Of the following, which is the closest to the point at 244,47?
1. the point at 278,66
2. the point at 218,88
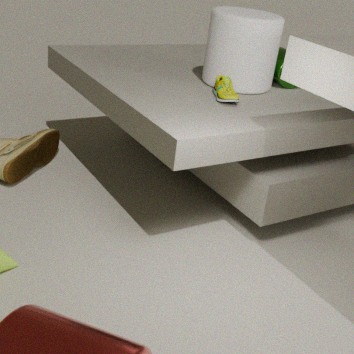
the point at 278,66
